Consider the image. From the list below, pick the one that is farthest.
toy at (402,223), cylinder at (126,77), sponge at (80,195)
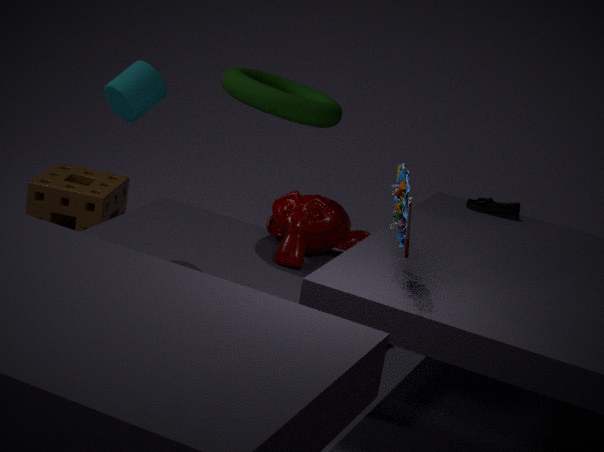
sponge at (80,195)
